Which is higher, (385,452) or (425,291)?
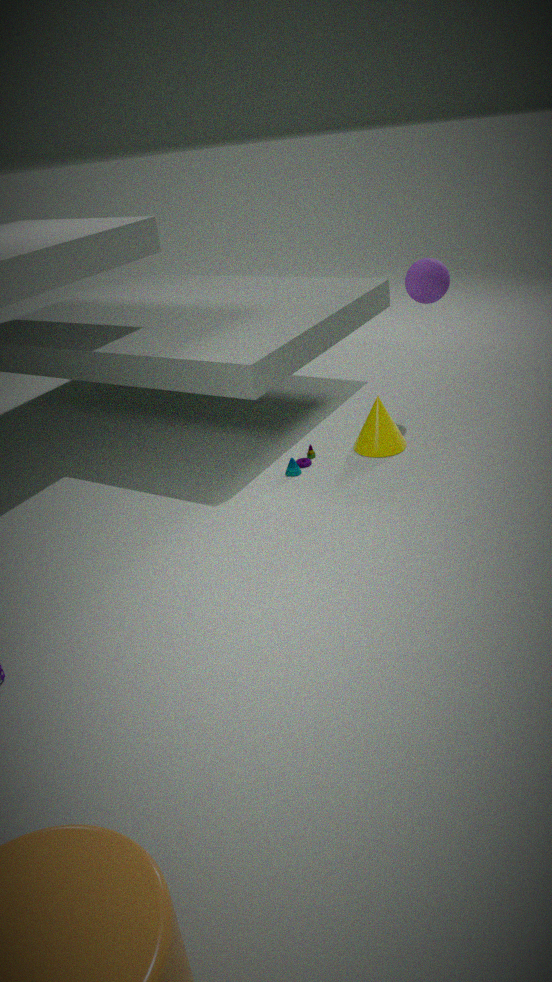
(425,291)
